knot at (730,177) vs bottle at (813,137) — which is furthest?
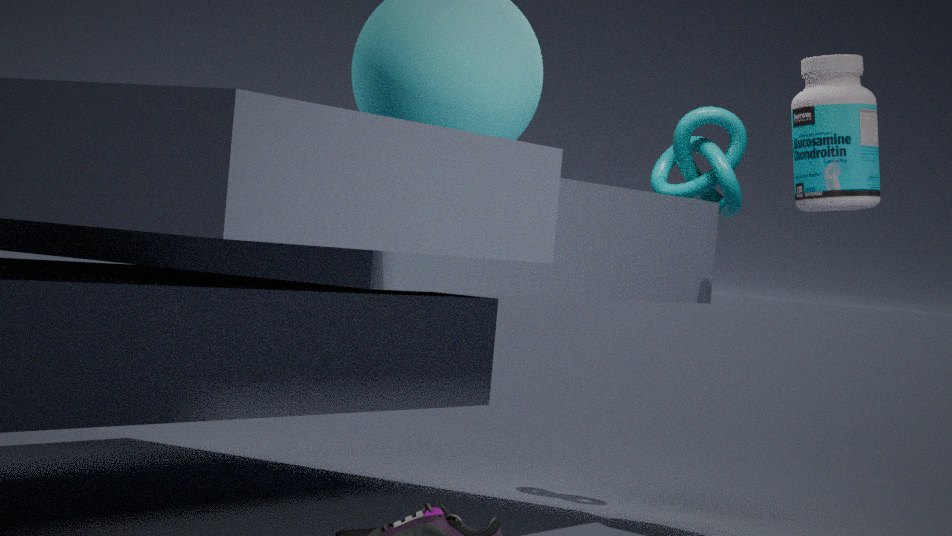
knot at (730,177)
